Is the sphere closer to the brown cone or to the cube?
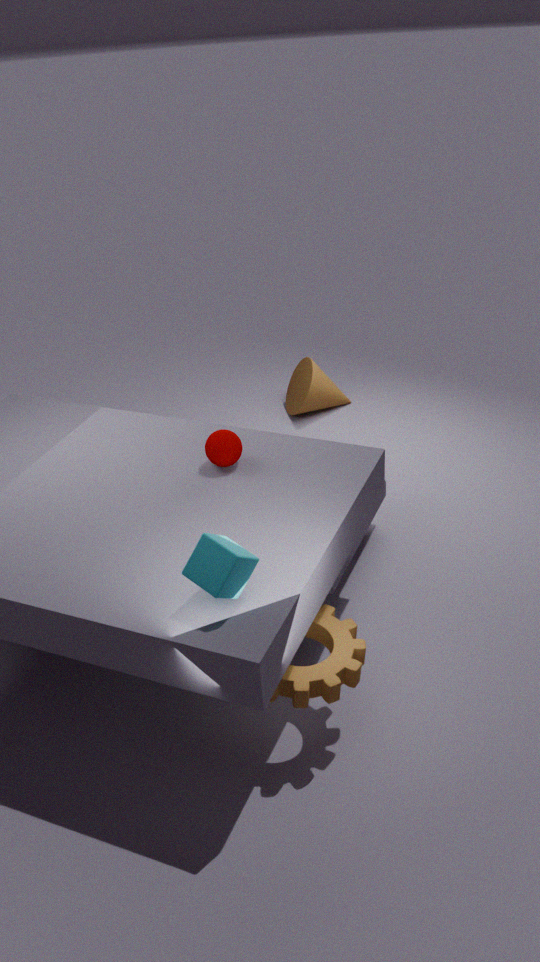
the cube
